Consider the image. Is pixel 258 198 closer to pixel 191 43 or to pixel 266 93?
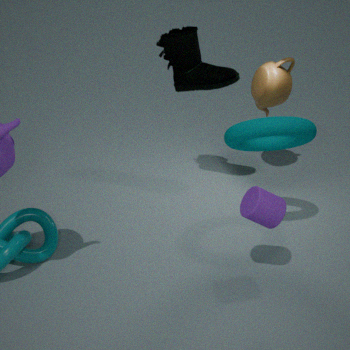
pixel 191 43
